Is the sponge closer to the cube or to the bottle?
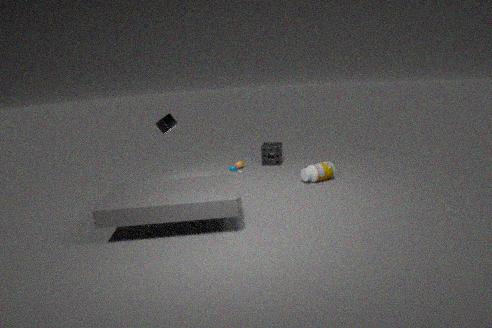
the bottle
